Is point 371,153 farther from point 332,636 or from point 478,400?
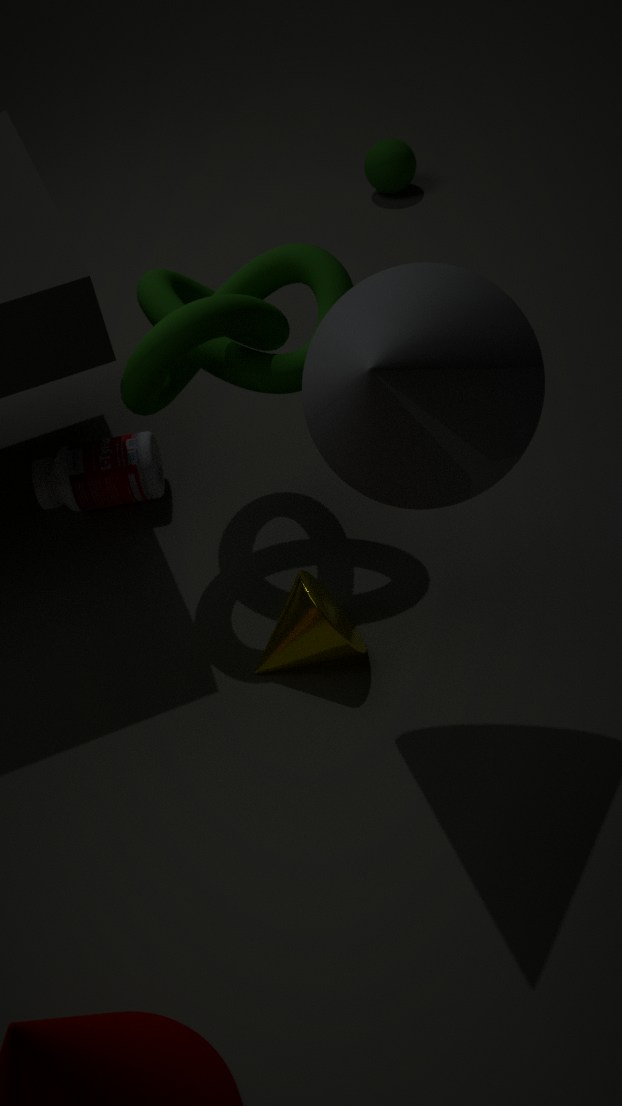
point 478,400
